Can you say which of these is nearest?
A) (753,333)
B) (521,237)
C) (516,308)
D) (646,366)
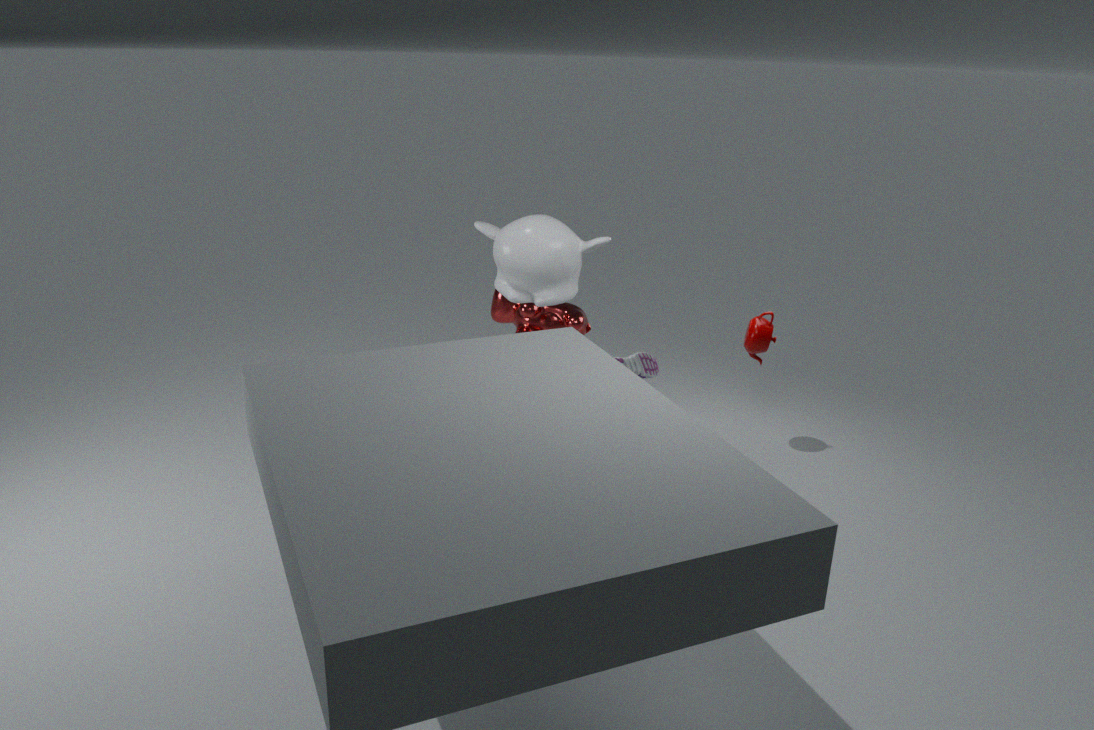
(521,237)
